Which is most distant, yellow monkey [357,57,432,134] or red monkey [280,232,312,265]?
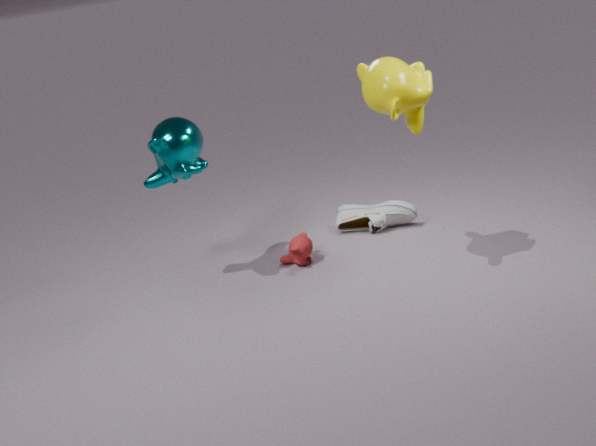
red monkey [280,232,312,265]
